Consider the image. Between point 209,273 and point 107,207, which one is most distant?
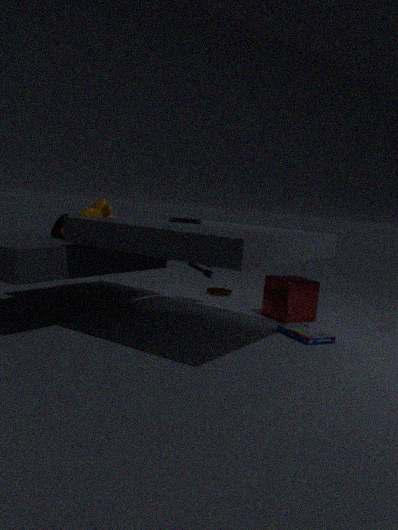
point 209,273
